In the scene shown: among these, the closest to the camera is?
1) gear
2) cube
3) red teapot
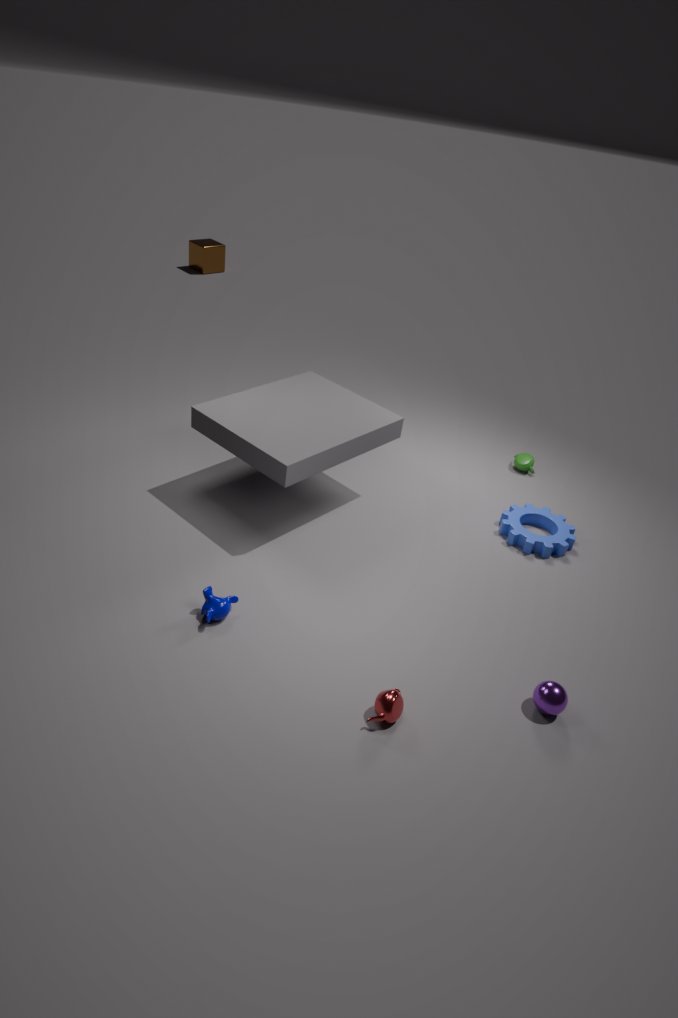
3. red teapot
